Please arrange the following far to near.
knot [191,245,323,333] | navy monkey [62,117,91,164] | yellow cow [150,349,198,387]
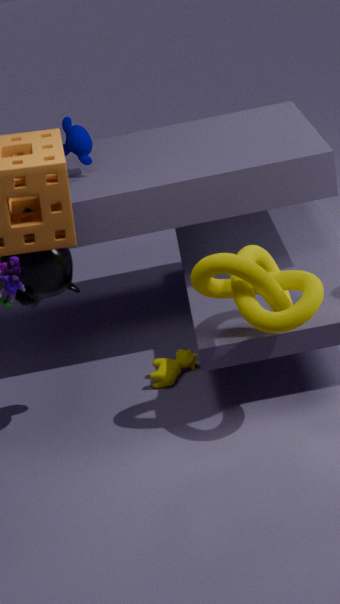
navy monkey [62,117,91,164]
yellow cow [150,349,198,387]
knot [191,245,323,333]
